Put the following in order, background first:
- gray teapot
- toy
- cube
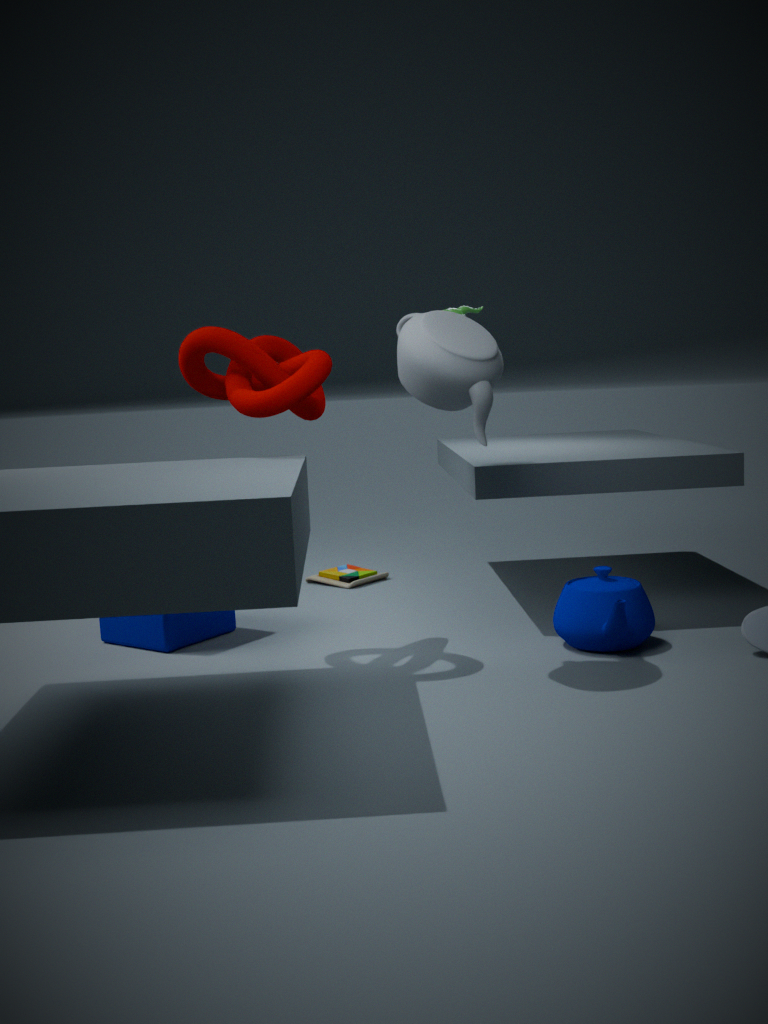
toy, cube, gray teapot
